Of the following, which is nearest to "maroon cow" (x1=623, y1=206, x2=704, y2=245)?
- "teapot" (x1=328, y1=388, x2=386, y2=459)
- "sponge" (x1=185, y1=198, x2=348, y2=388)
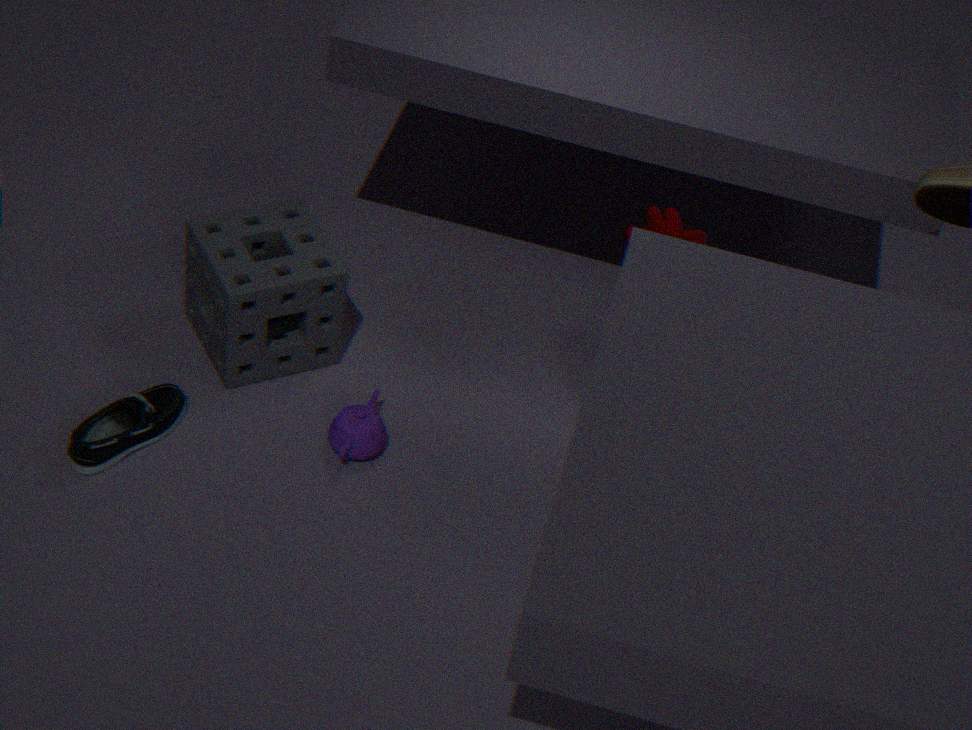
"sponge" (x1=185, y1=198, x2=348, y2=388)
